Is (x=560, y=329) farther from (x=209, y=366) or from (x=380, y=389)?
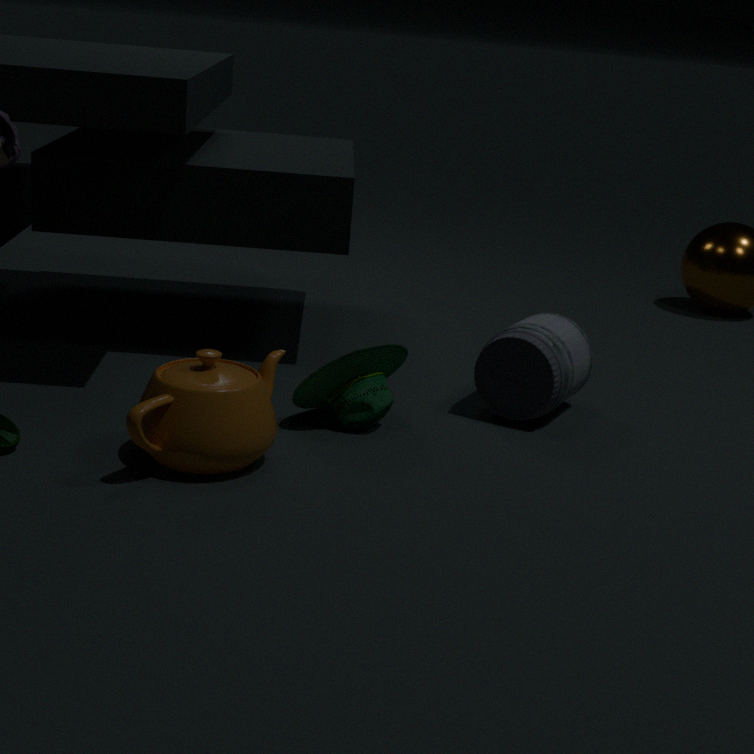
(x=209, y=366)
